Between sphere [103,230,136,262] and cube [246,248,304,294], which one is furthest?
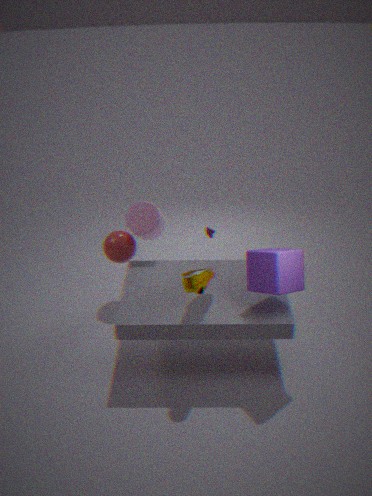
sphere [103,230,136,262]
